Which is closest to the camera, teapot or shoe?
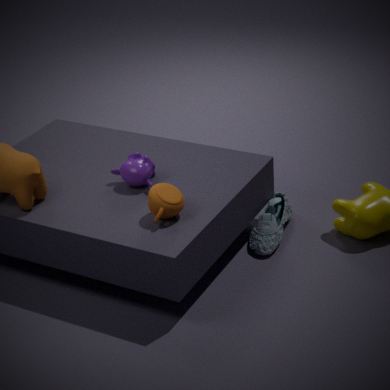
teapot
